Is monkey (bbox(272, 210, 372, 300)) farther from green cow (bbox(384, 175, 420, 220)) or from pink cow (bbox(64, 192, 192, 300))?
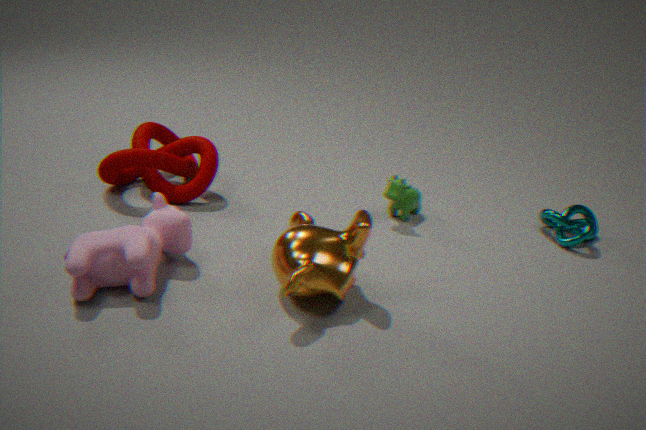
green cow (bbox(384, 175, 420, 220))
